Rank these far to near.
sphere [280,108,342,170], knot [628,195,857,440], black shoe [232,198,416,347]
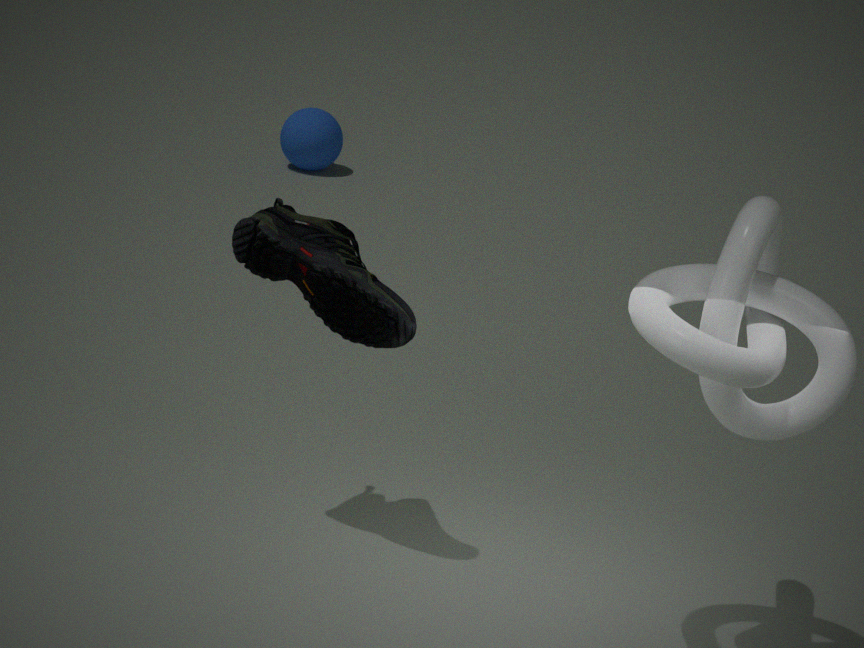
sphere [280,108,342,170], black shoe [232,198,416,347], knot [628,195,857,440]
